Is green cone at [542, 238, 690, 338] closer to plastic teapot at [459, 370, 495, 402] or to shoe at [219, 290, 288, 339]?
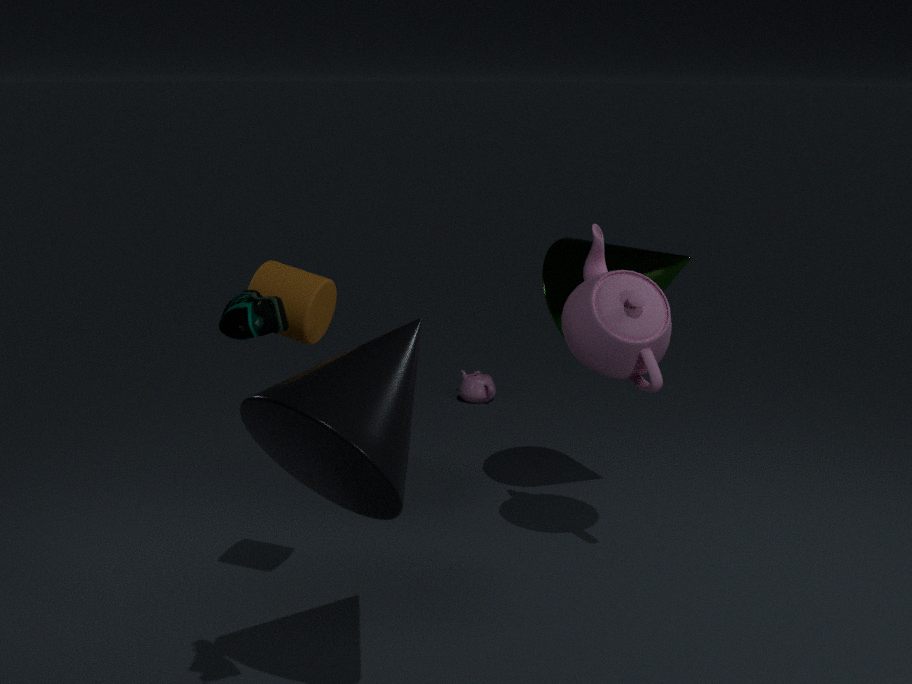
plastic teapot at [459, 370, 495, 402]
